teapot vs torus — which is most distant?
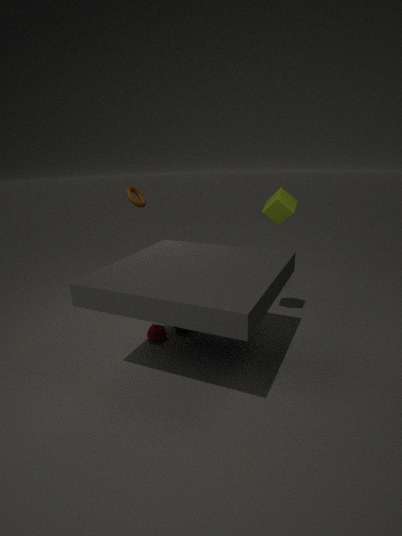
torus
